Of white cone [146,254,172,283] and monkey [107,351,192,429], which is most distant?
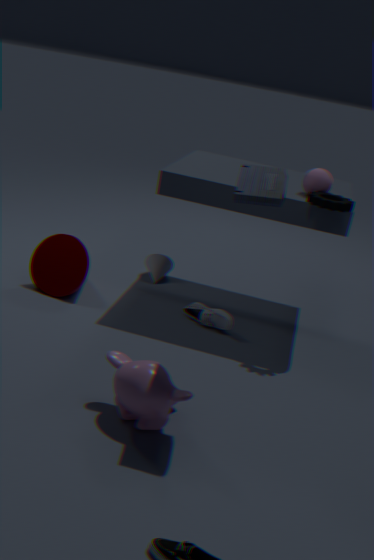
white cone [146,254,172,283]
